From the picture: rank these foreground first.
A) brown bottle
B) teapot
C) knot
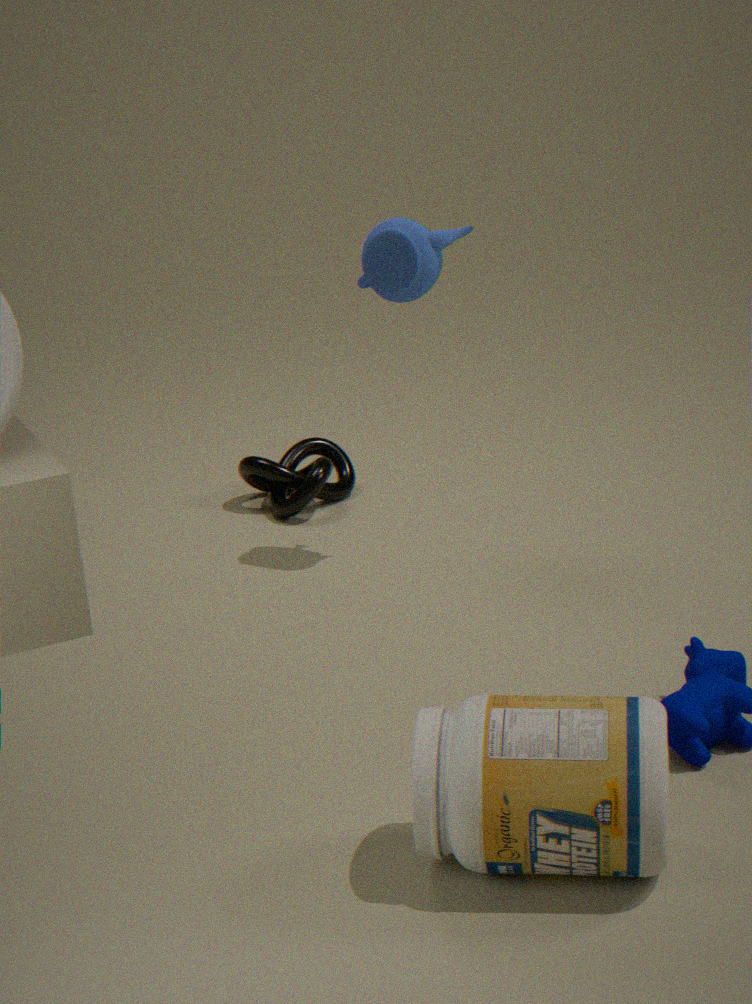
brown bottle → teapot → knot
